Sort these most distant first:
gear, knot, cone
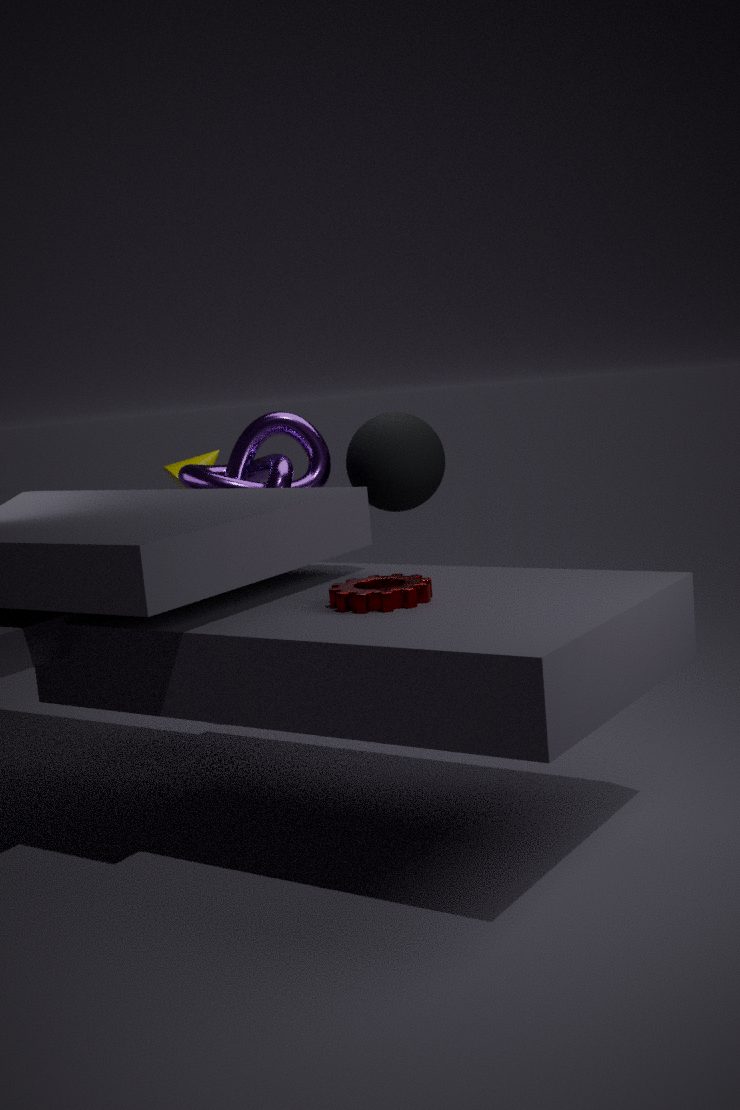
cone
knot
gear
